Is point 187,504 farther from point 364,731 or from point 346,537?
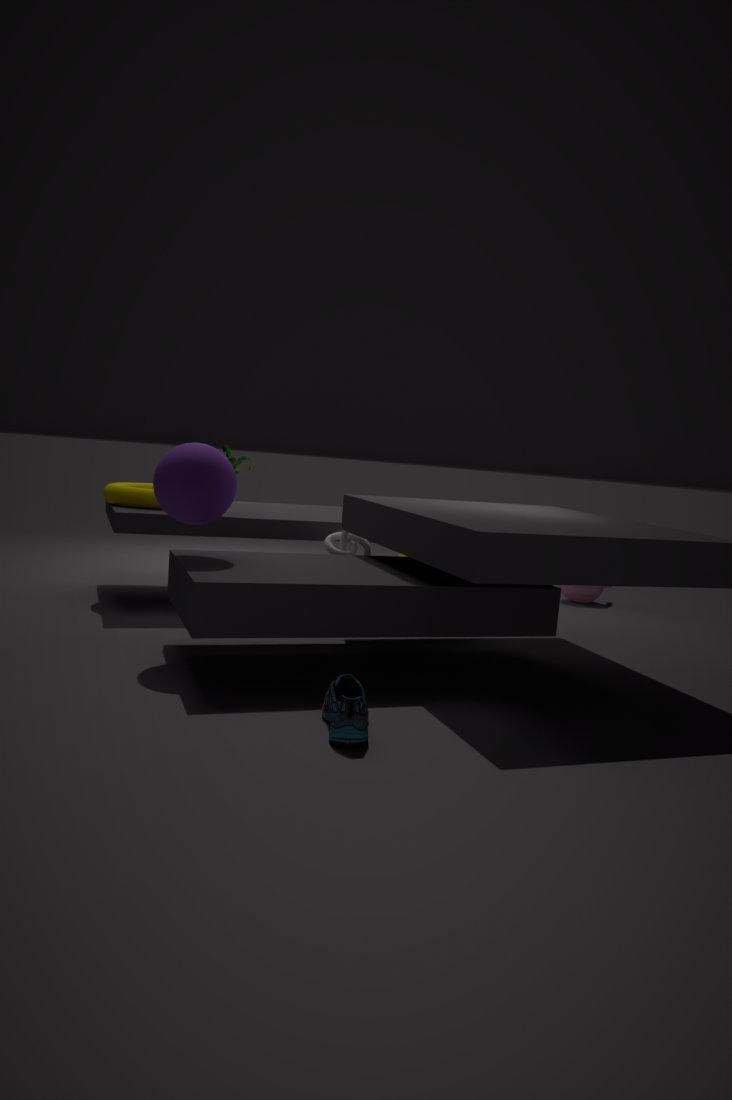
point 364,731
